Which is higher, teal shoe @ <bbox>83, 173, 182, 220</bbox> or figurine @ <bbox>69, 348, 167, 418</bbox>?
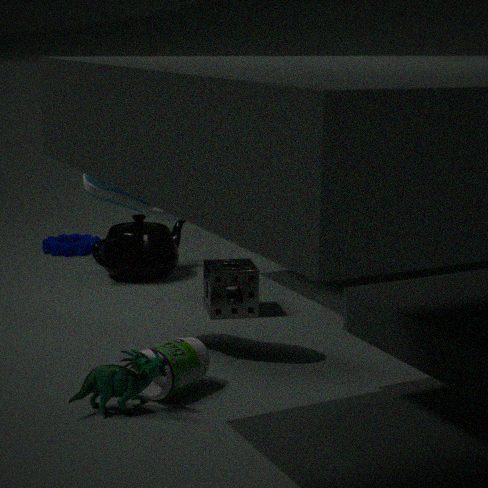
teal shoe @ <bbox>83, 173, 182, 220</bbox>
